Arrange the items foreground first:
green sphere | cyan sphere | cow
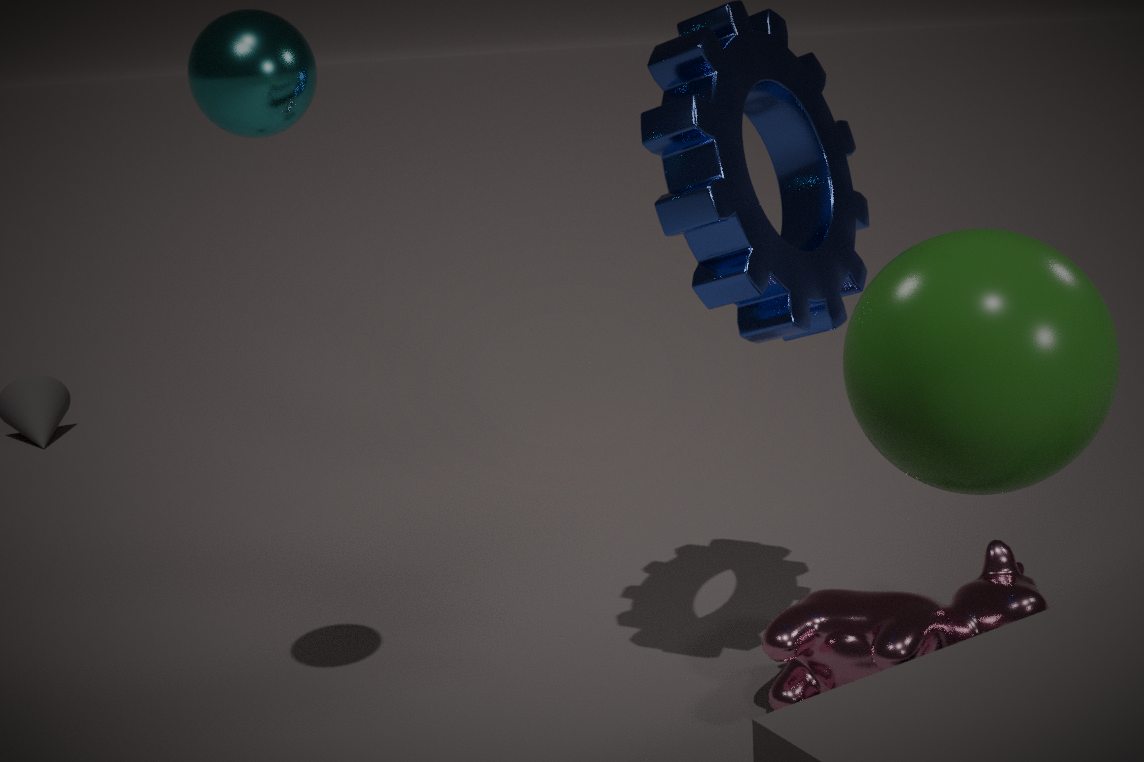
green sphere
cyan sphere
cow
